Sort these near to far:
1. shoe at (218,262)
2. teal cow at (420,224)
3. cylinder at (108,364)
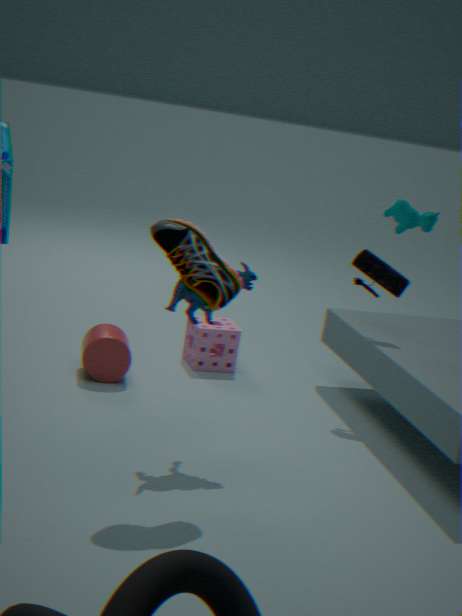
shoe at (218,262) < cylinder at (108,364) < teal cow at (420,224)
